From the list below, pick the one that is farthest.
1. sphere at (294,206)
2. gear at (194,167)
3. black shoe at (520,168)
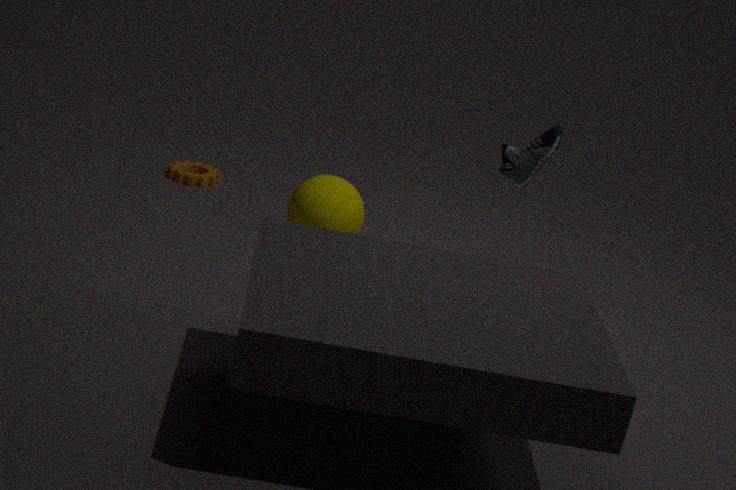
gear at (194,167)
